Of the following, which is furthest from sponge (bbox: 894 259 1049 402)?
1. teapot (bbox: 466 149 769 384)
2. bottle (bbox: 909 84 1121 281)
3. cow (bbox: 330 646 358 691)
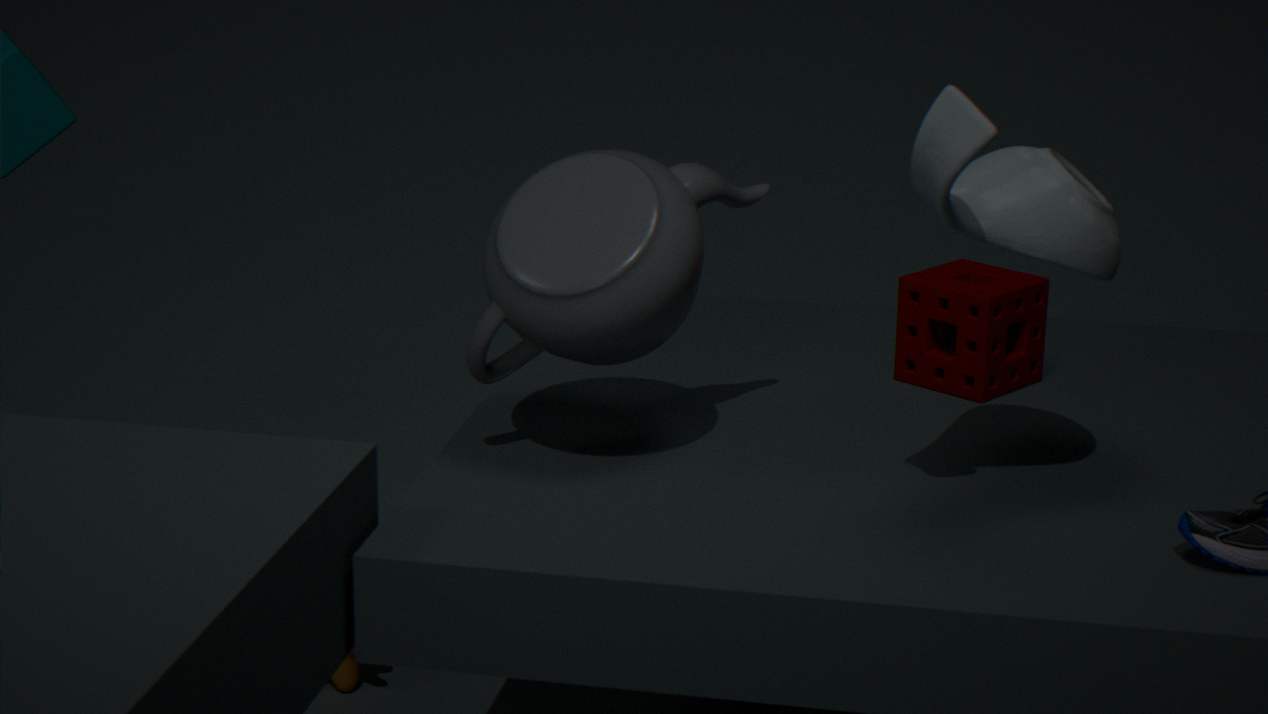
cow (bbox: 330 646 358 691)
